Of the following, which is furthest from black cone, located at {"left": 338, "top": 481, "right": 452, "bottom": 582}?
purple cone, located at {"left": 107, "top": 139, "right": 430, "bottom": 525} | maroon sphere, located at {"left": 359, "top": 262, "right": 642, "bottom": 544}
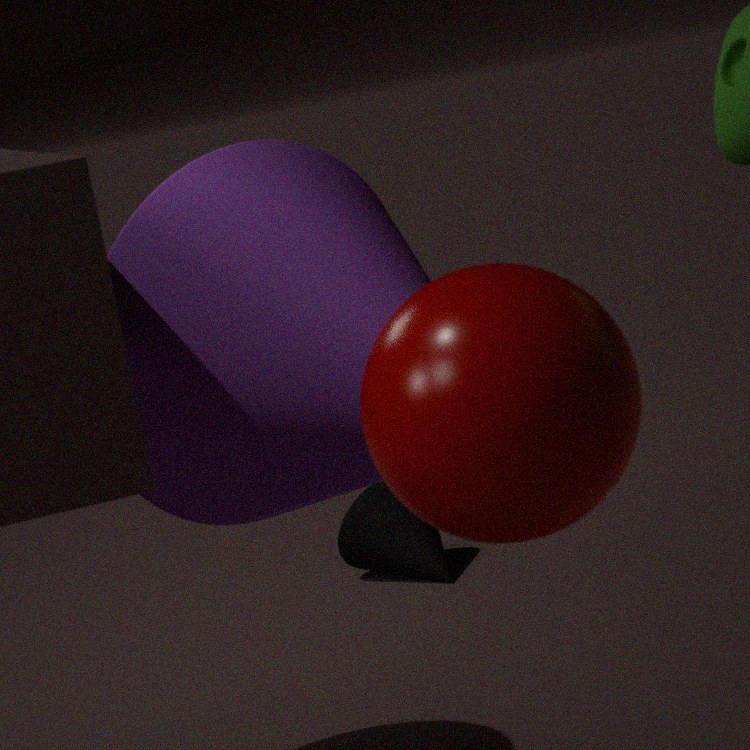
maroon sphere, located at {"left": 359, "top": 262, "right": 642, "bottom": 544}
